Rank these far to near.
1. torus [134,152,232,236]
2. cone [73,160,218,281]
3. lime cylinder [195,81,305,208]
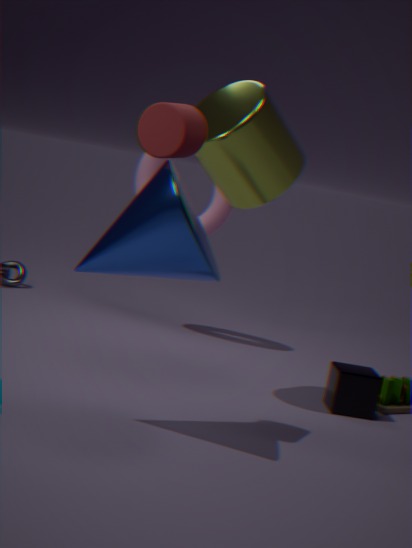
1. torus [134,152,232,236]
2. lime cylinder [195,81,305,208]
3. cone [73,160,218,281]
